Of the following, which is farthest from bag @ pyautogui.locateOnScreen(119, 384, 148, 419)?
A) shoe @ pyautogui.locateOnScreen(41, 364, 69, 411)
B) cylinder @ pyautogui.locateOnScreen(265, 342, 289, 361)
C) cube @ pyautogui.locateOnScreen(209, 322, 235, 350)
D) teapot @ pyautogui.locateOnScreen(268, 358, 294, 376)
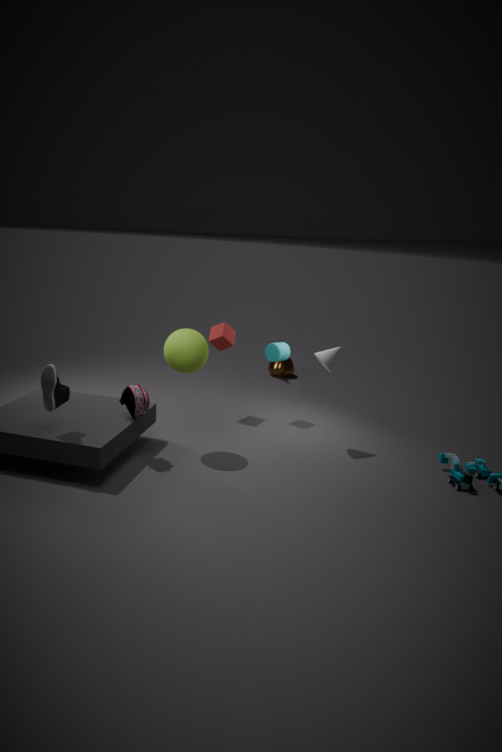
teapot @ pyautogui.locateOnScreen(268, 358, 294, 376)
